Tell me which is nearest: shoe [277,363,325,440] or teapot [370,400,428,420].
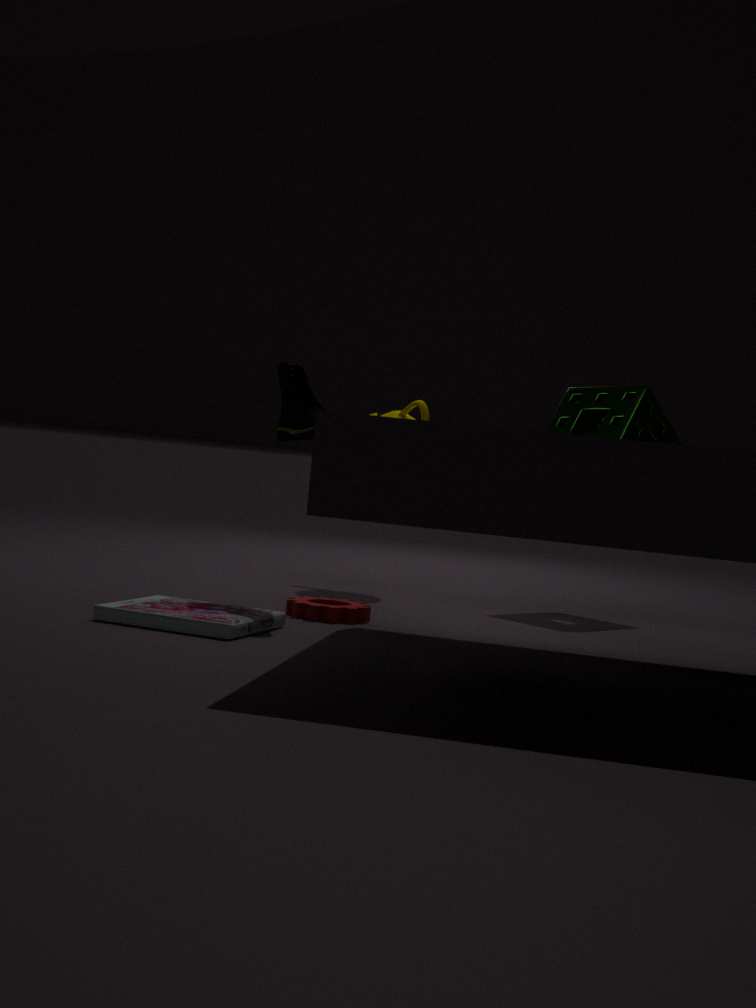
shoe [277,363,325,440]
